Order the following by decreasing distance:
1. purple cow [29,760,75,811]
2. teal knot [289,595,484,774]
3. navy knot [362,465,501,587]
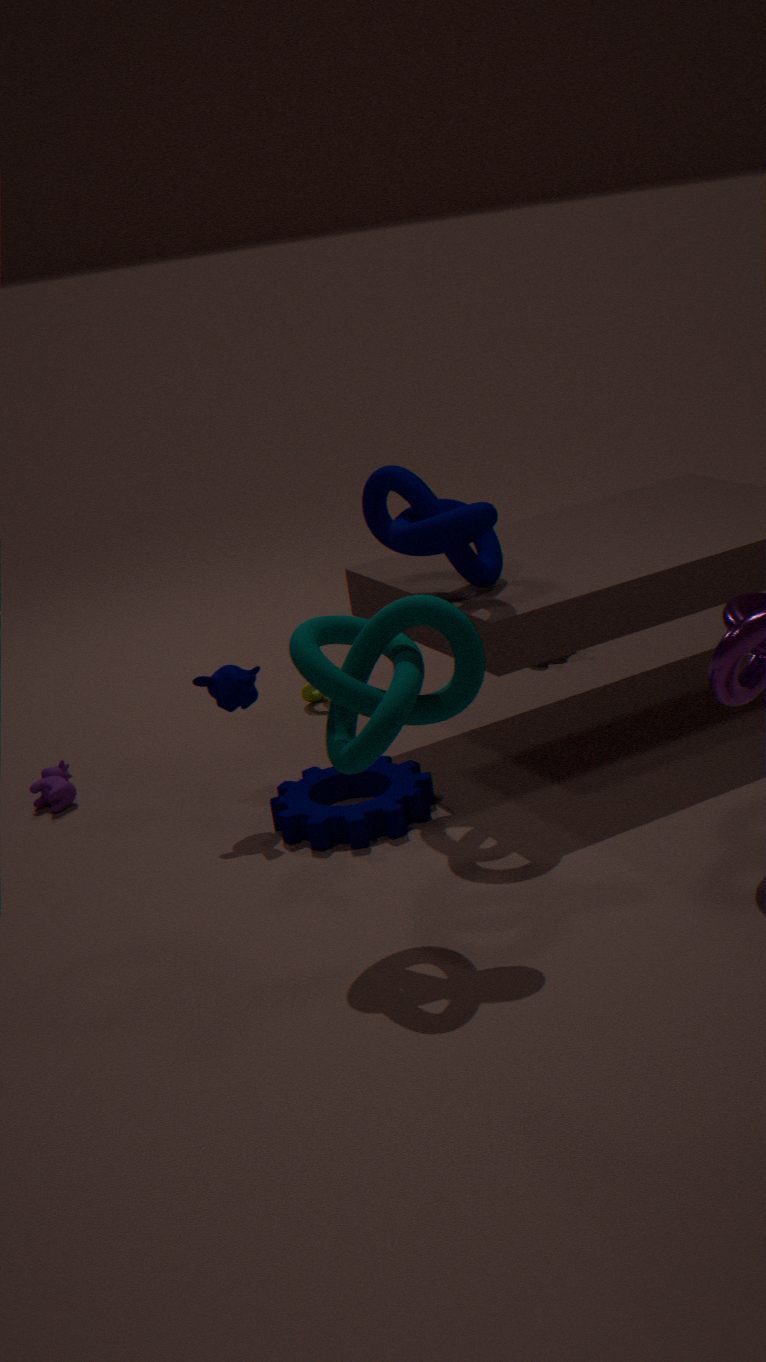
purple cow [29,760,75,811], navy knot [362,465,501,587], teal knot [289,595,484,774]
